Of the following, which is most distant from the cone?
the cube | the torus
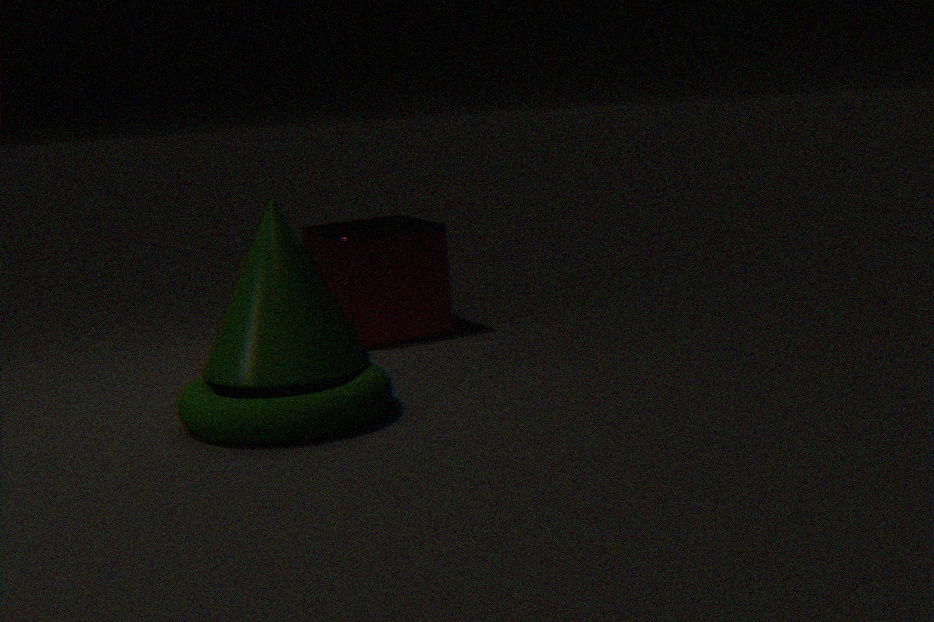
the cube
